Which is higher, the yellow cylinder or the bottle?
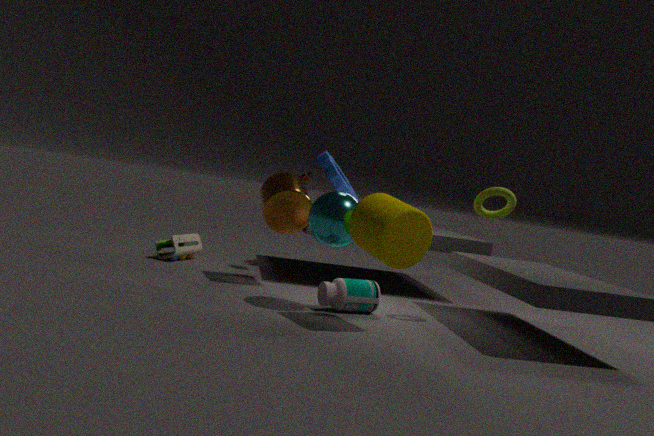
the yellow cylinder
